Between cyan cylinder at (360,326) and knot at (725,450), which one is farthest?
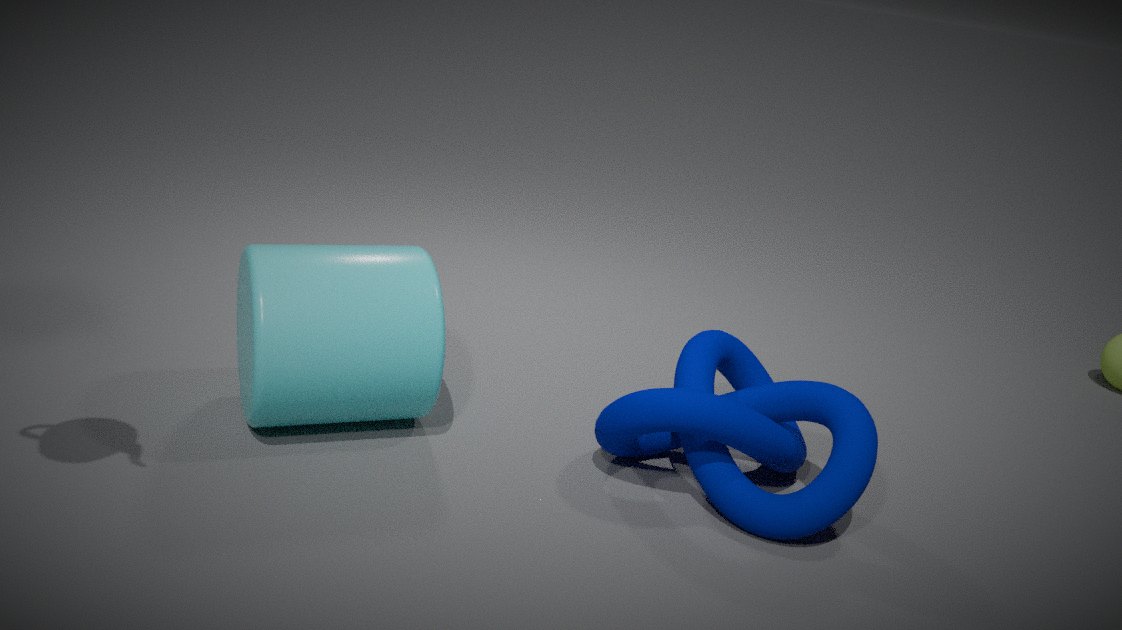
knot at (725,450)
